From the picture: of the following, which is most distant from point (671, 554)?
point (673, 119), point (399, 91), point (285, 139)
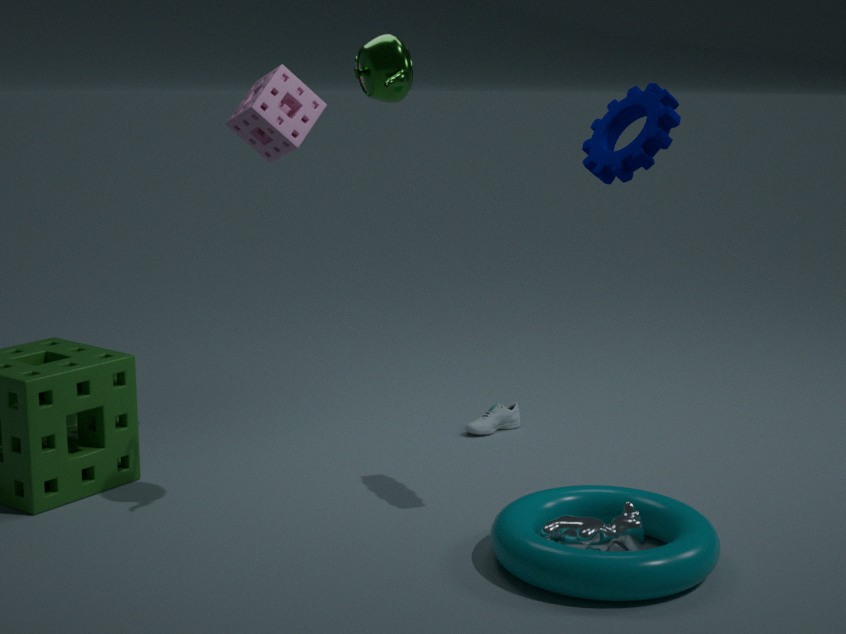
point (285, 139)
